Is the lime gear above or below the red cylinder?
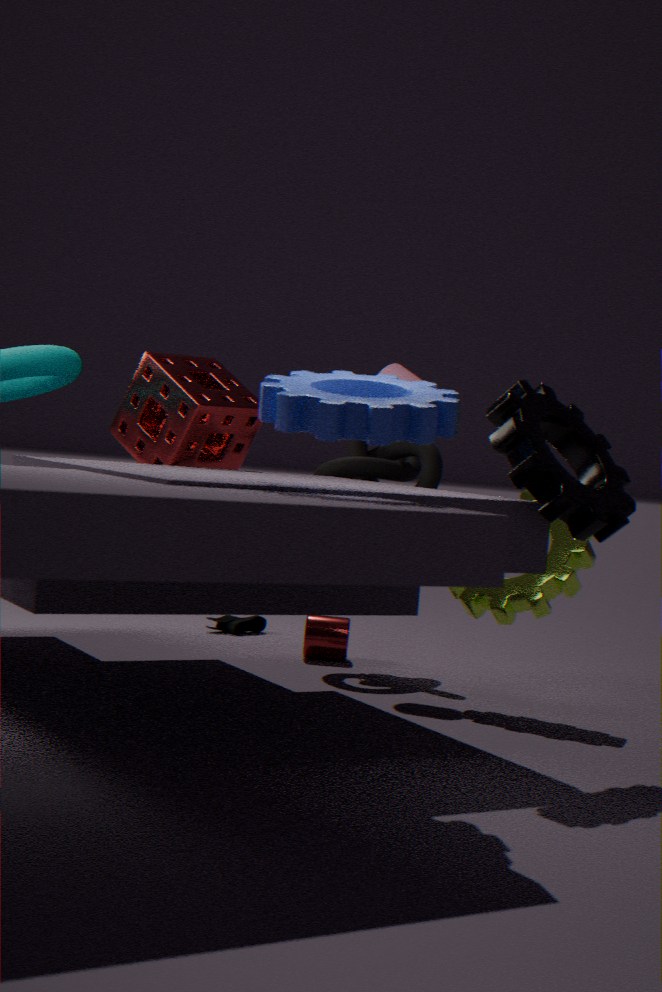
above
